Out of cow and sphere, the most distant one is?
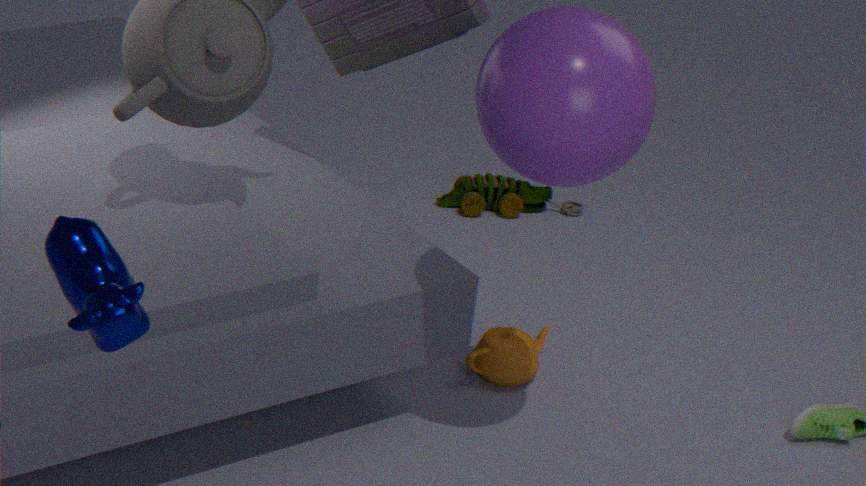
sphere
